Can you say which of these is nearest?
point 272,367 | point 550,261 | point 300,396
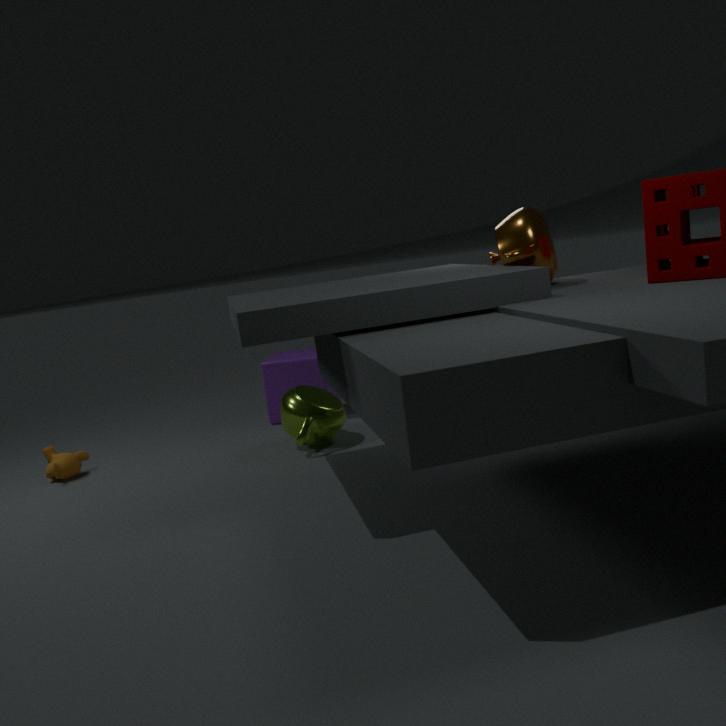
point 550,261
